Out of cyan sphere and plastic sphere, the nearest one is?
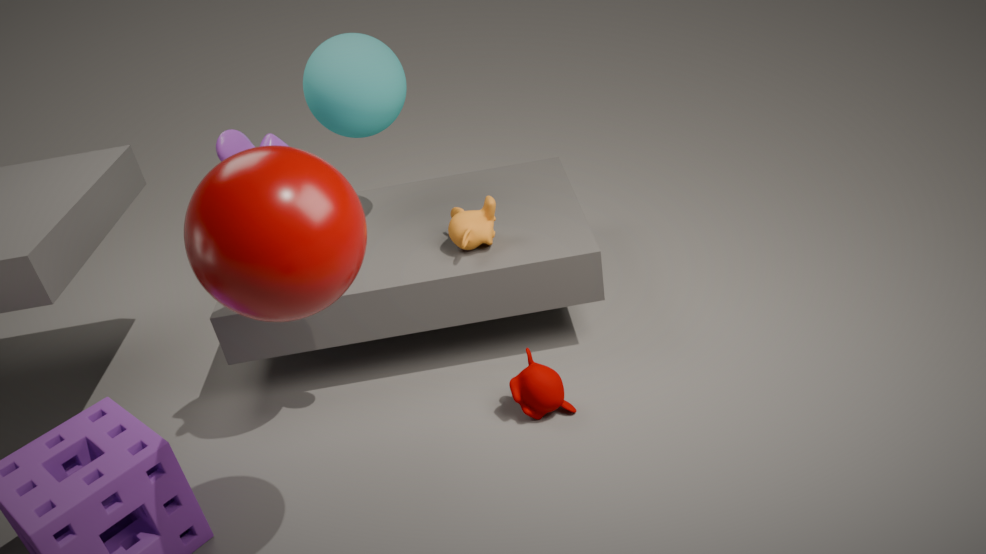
plastic sphere
